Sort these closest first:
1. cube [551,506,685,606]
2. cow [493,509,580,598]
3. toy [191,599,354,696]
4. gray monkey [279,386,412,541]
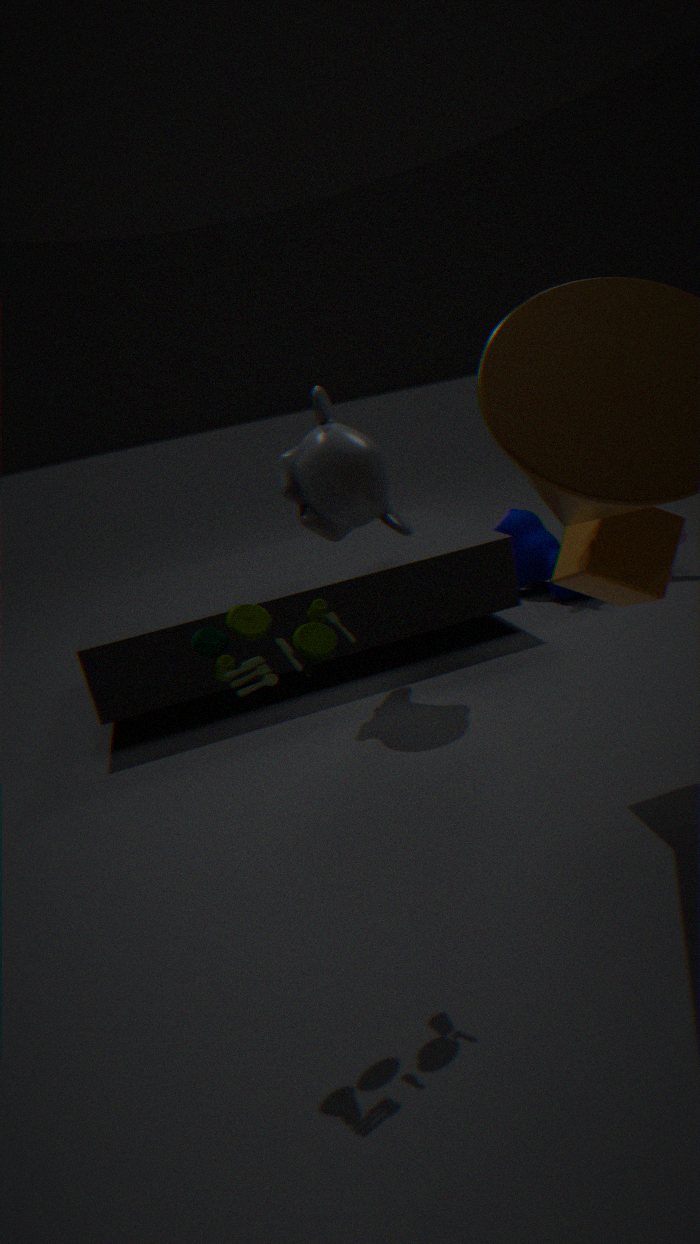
1. toy [191,599,354,696]
2. cube [551,506,685,606]
3. gray monkey [279,386,412,541]
4. cow [493,509,580,598]
